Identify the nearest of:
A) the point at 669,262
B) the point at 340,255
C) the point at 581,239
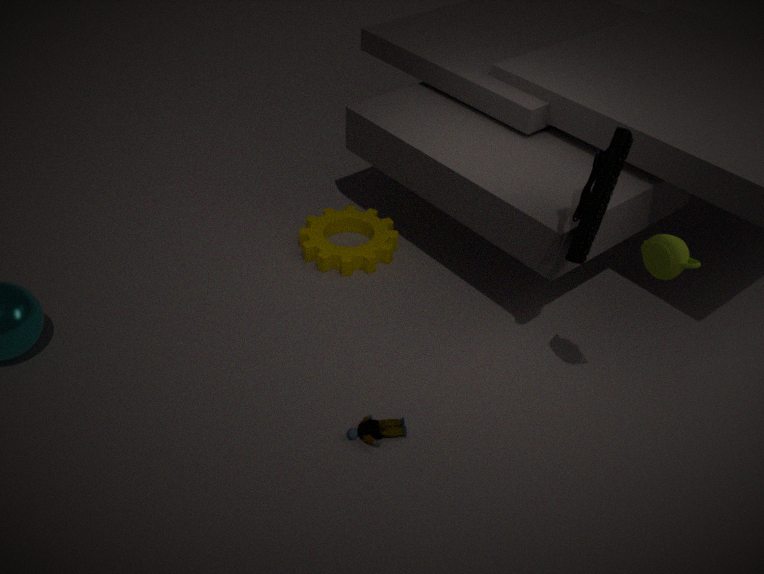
the point at 669,262
